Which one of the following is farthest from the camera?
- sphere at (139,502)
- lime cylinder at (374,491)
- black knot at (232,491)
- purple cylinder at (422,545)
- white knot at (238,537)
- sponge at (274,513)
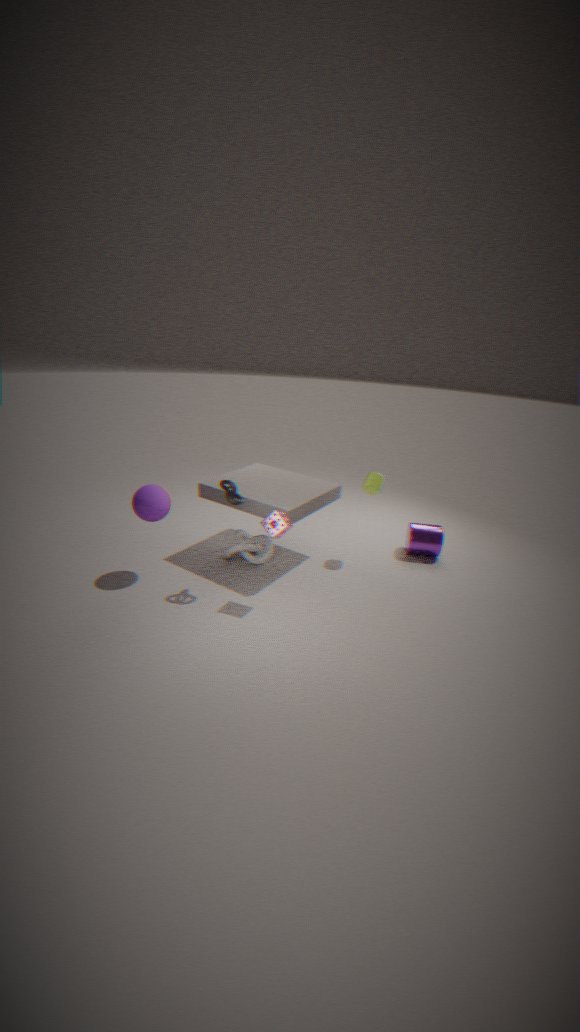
purple cylinder at (422,545)
